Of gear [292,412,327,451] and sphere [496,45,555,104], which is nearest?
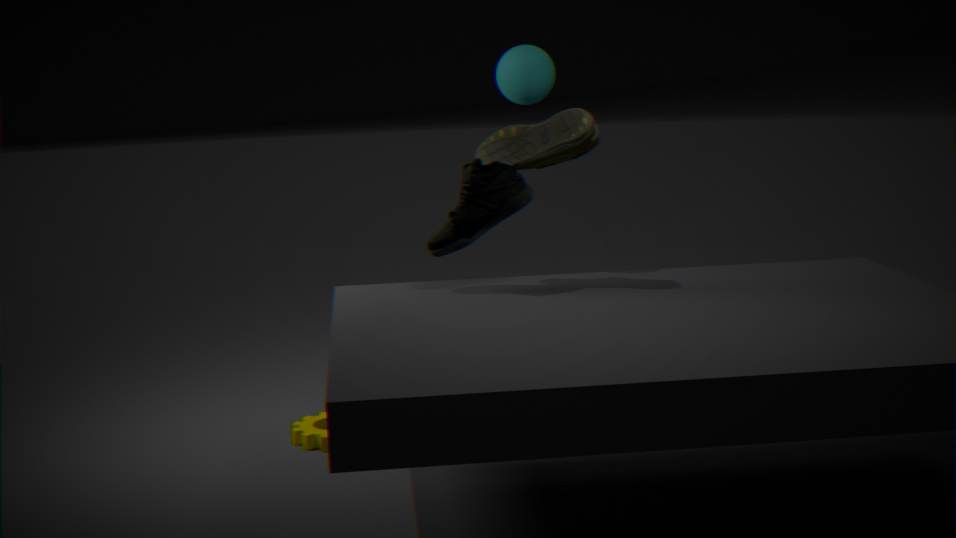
sphere [496,45,555,104]
